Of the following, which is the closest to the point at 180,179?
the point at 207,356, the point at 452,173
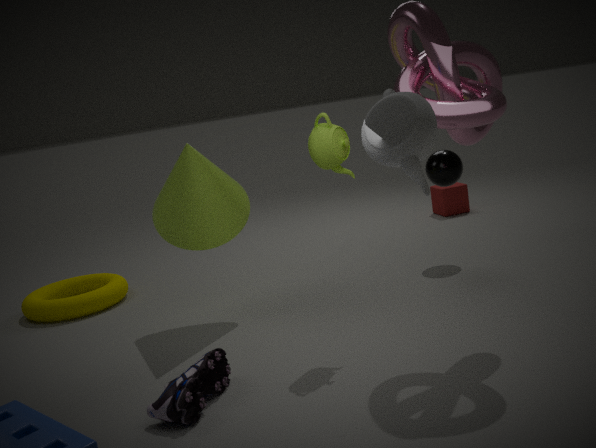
the point at 207,356
